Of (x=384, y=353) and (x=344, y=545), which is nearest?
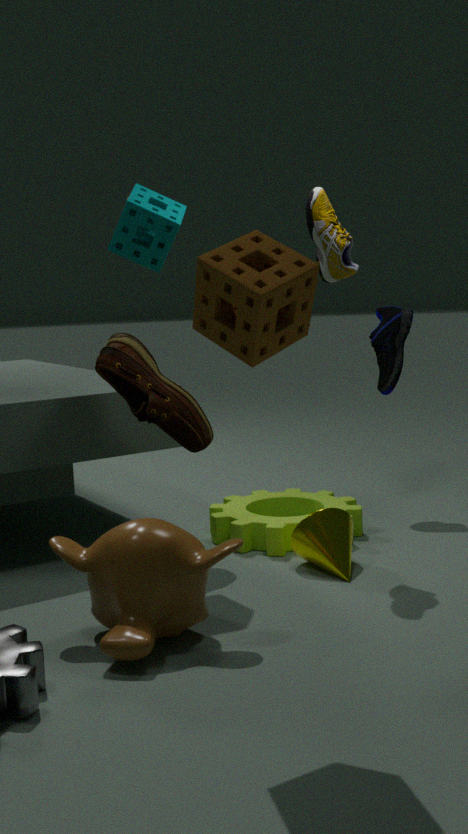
(x=344, y=545)
